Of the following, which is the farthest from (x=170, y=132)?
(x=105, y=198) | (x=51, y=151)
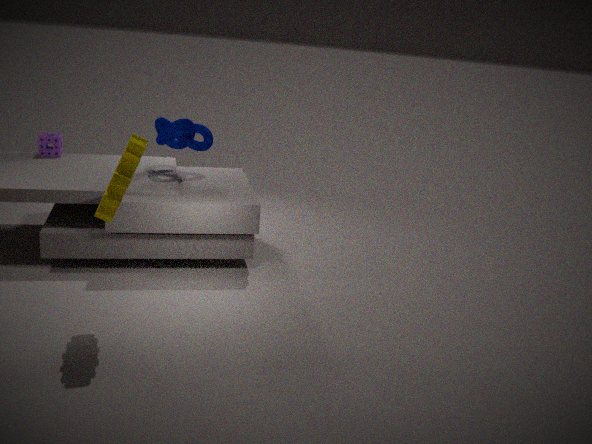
(x=105, y=198)
